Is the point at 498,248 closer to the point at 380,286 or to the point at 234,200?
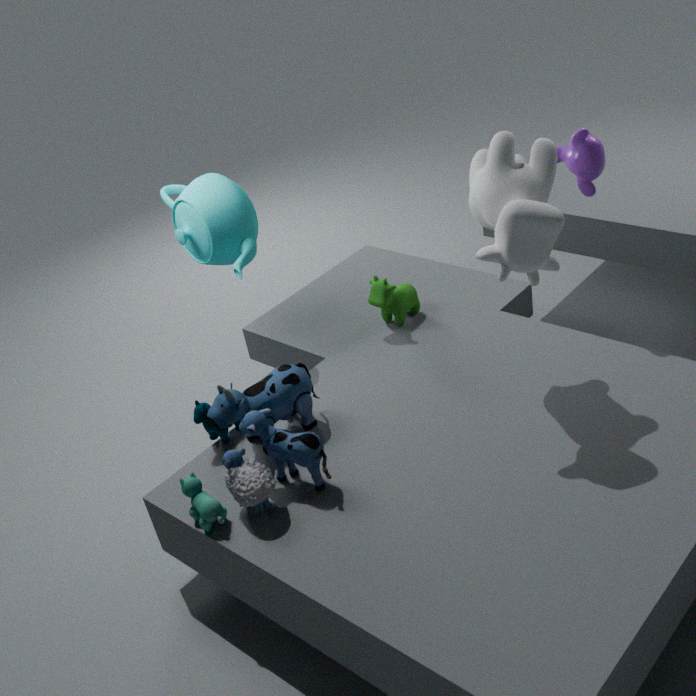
the point at 380,286
